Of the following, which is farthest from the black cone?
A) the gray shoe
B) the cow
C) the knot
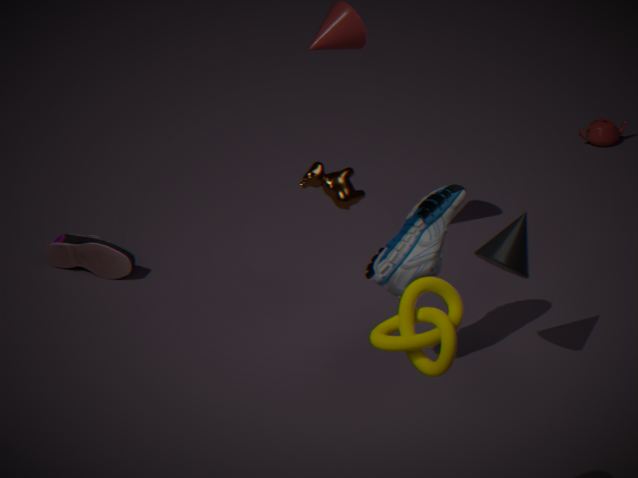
the knot
